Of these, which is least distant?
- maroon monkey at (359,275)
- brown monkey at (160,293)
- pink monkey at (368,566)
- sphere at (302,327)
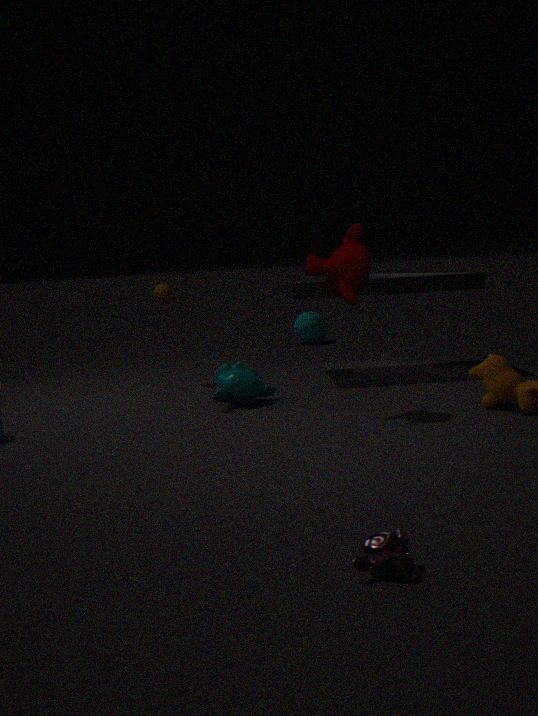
pink monkey at (368,566)
